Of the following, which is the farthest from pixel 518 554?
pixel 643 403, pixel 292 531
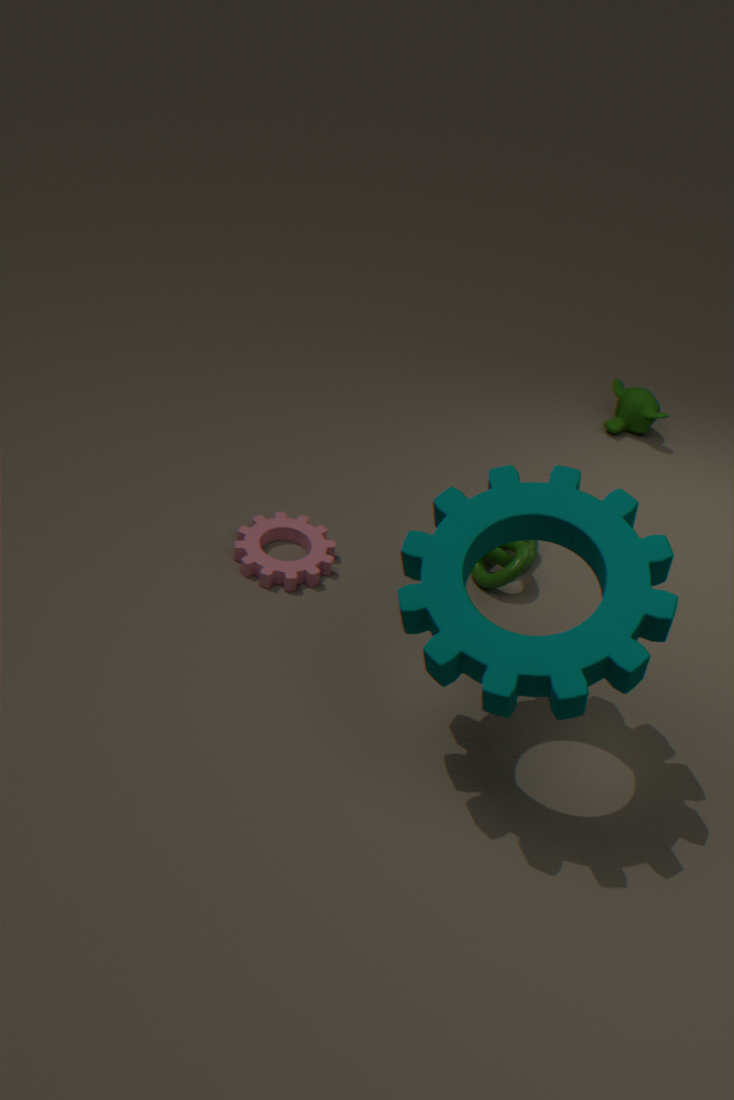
pixel 643 403
